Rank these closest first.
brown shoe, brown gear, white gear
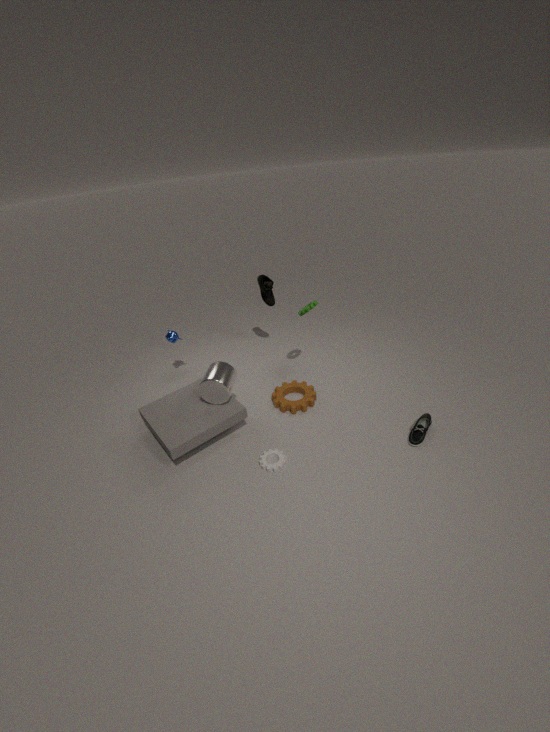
white gear
brown gear
brown shoe
